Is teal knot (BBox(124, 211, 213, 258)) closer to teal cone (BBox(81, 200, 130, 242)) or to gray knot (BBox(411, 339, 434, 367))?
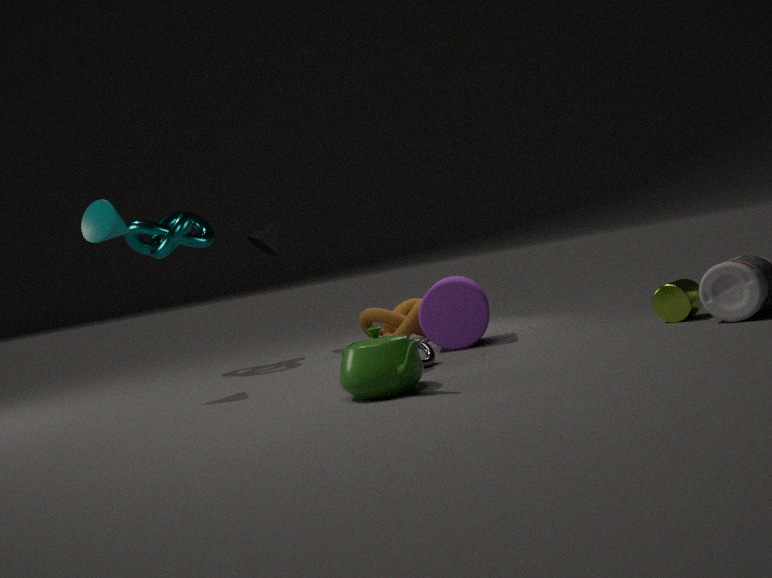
teal cone (BBox(81, 200, 130, 242))
